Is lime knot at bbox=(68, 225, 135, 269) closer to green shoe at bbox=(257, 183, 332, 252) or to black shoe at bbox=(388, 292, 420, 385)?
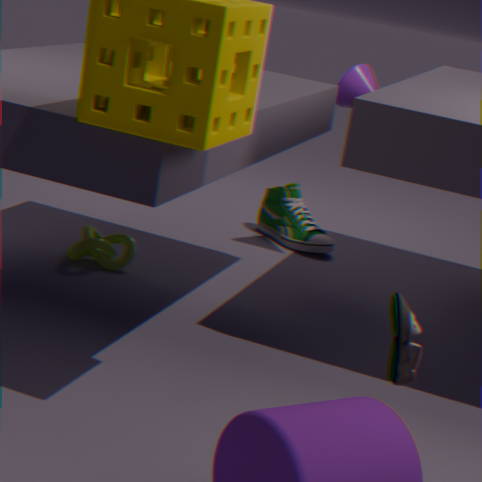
green shoe at bbox=(257, 183, 332, 252)
